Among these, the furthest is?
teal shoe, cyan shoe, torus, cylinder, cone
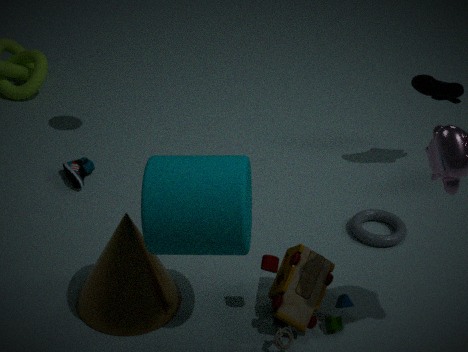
teal shoe
